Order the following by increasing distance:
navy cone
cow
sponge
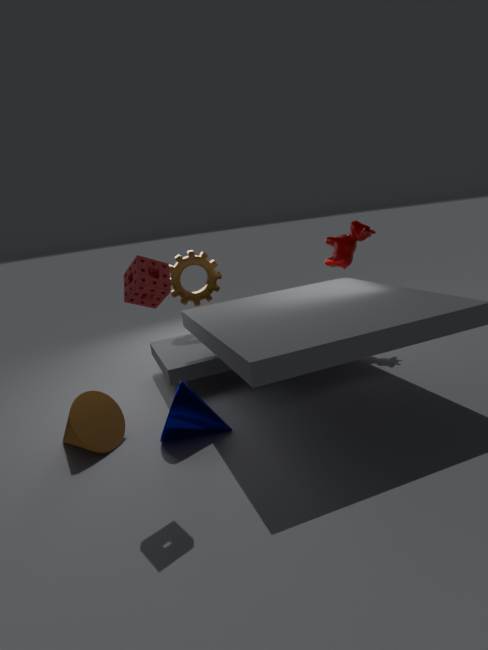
sponge < navy cone < cow
